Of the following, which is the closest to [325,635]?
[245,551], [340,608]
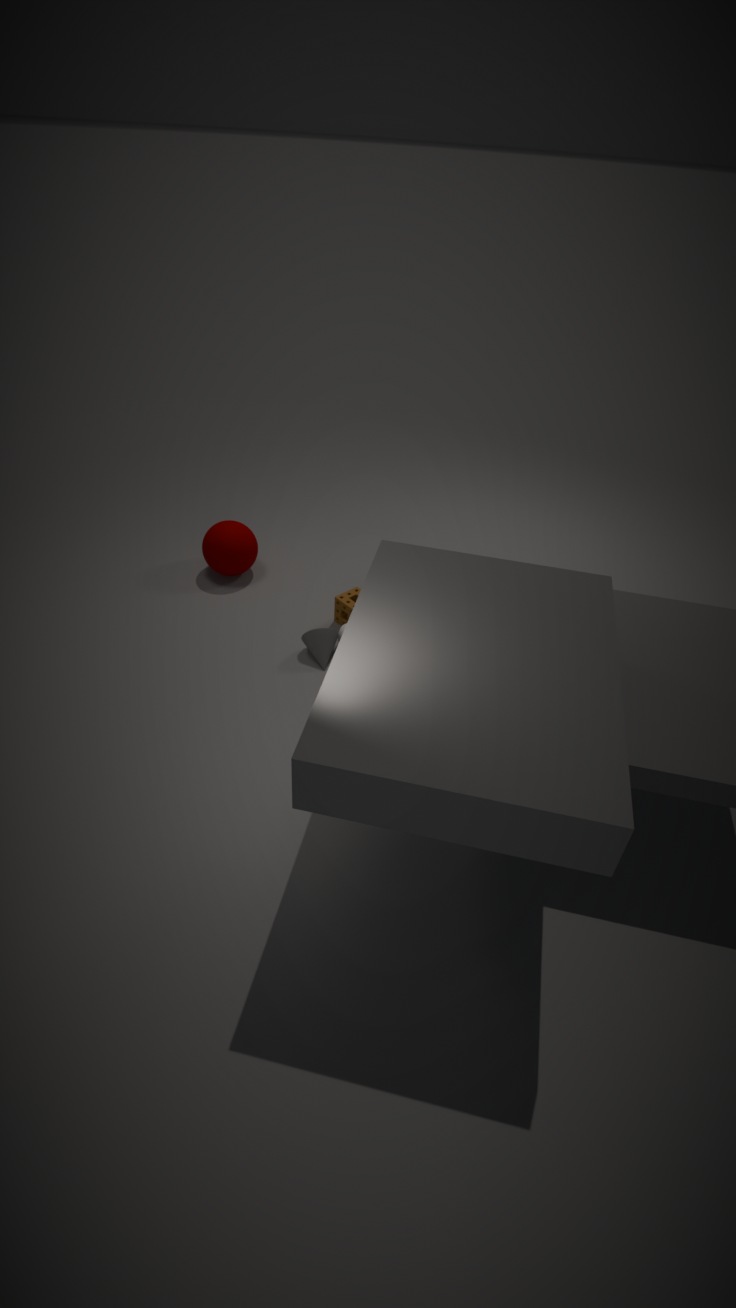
[340,608]
